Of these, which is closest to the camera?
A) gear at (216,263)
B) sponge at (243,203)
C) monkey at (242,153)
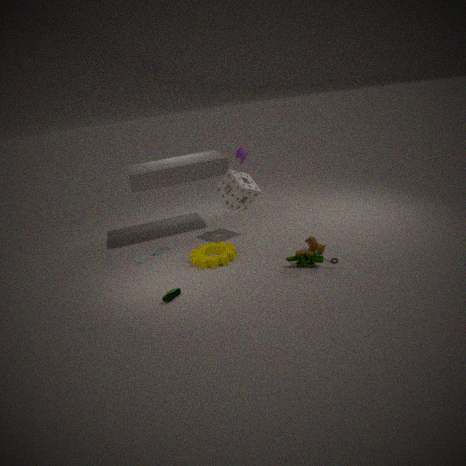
gear at (216,263)
